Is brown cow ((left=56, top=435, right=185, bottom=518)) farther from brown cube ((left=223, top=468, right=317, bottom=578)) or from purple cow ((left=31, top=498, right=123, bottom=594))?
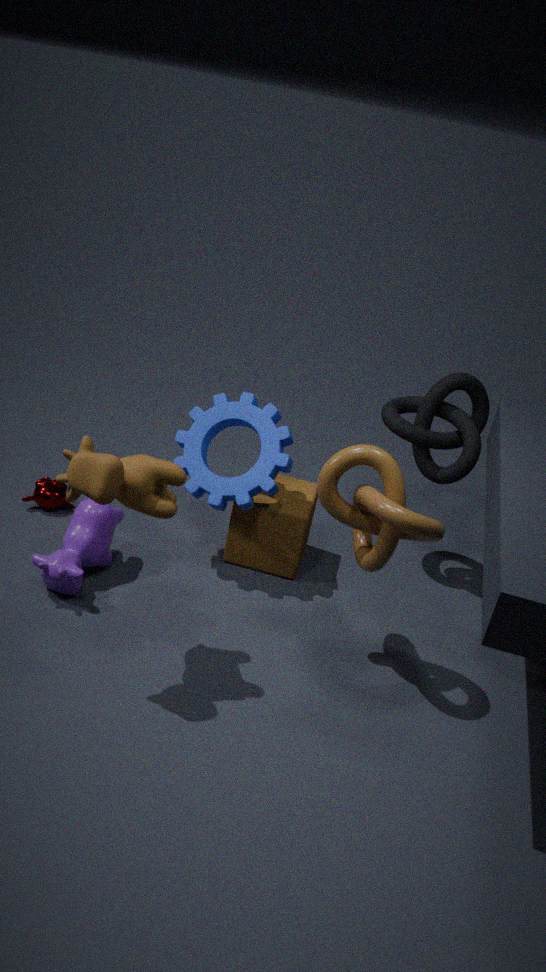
brown cube ((left=223, top=468, right=317, bottom=578))
